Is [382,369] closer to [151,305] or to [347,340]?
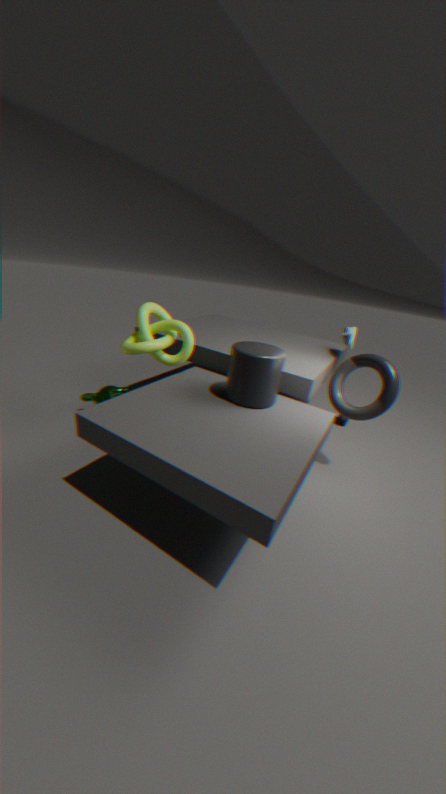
[347,340]
